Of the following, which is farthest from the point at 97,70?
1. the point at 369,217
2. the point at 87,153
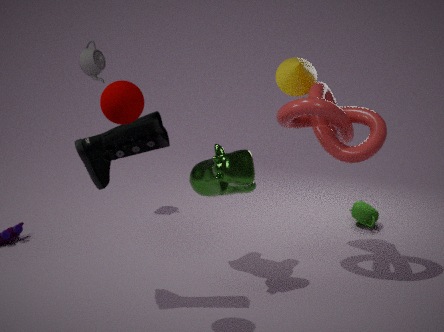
the point at 369,217
